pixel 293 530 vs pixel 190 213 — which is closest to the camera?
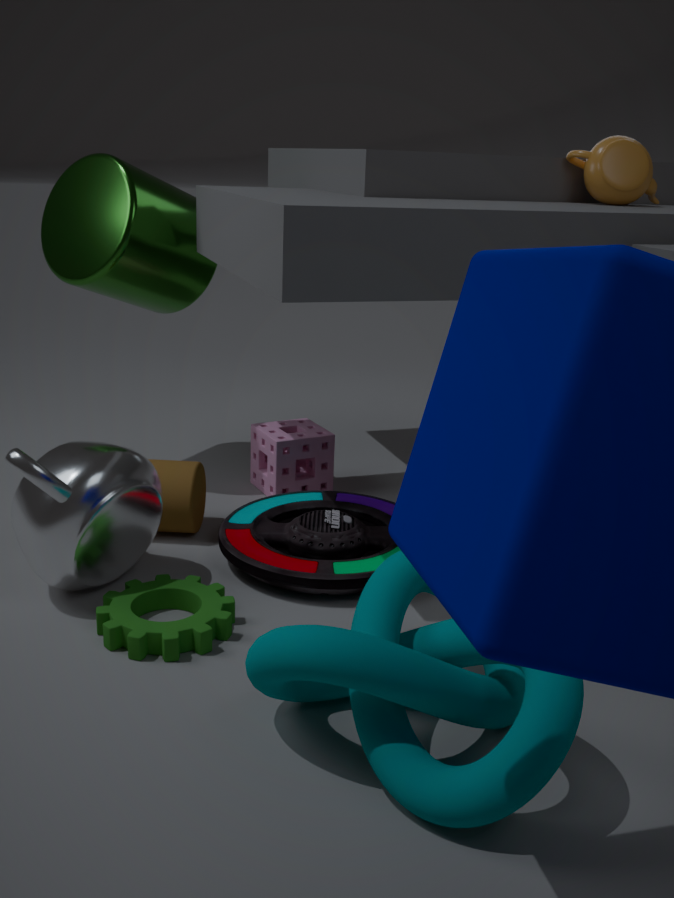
pixel 293 530
